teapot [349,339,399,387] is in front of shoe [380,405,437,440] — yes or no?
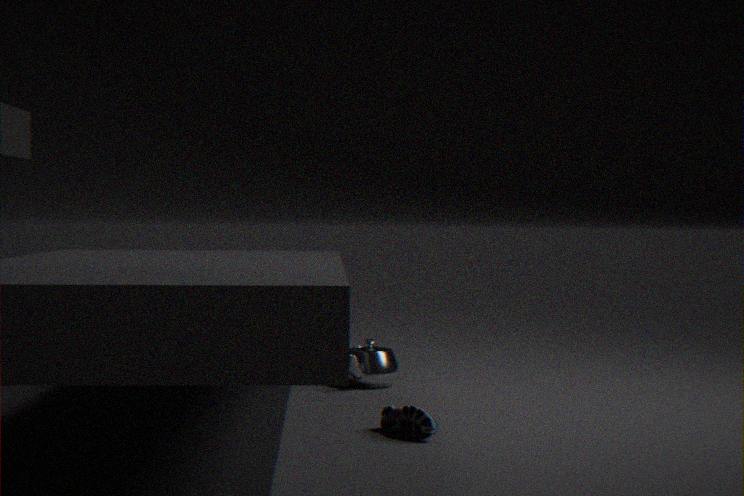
No
